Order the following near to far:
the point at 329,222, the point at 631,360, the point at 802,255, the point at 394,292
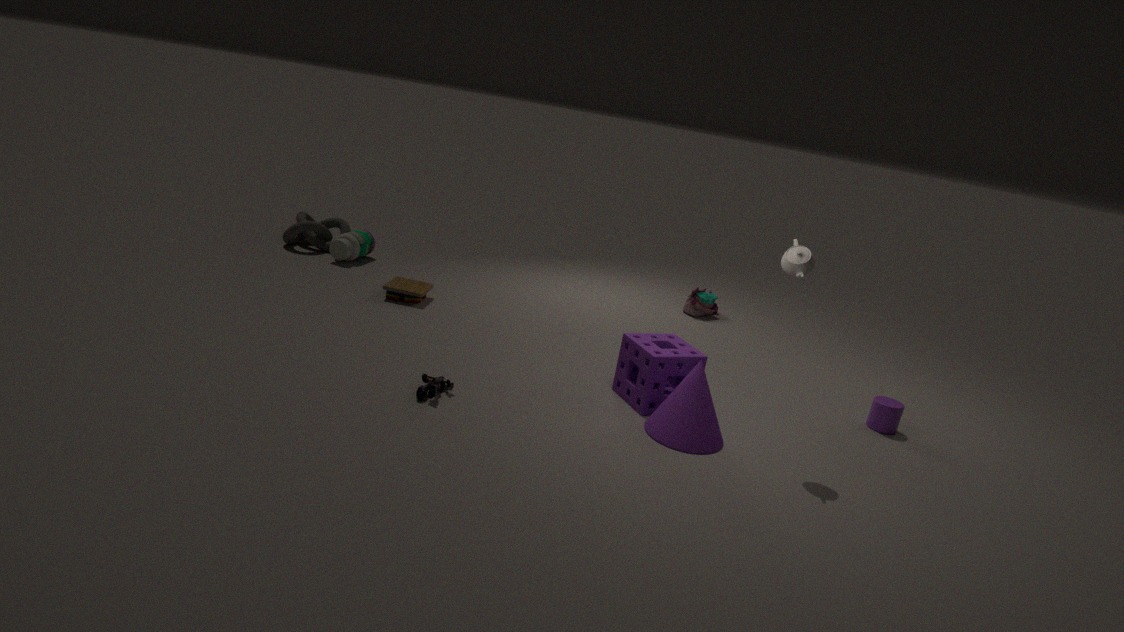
the point at 802,255 < the point at 631,360 < the point at 394,292 < the point at 329,222
